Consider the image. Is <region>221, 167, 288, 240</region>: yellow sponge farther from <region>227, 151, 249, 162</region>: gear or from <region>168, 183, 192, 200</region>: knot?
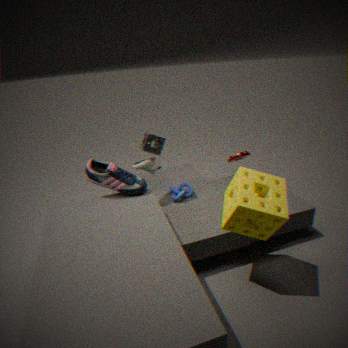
<region>227, 151, 249, 162</region>: gear
